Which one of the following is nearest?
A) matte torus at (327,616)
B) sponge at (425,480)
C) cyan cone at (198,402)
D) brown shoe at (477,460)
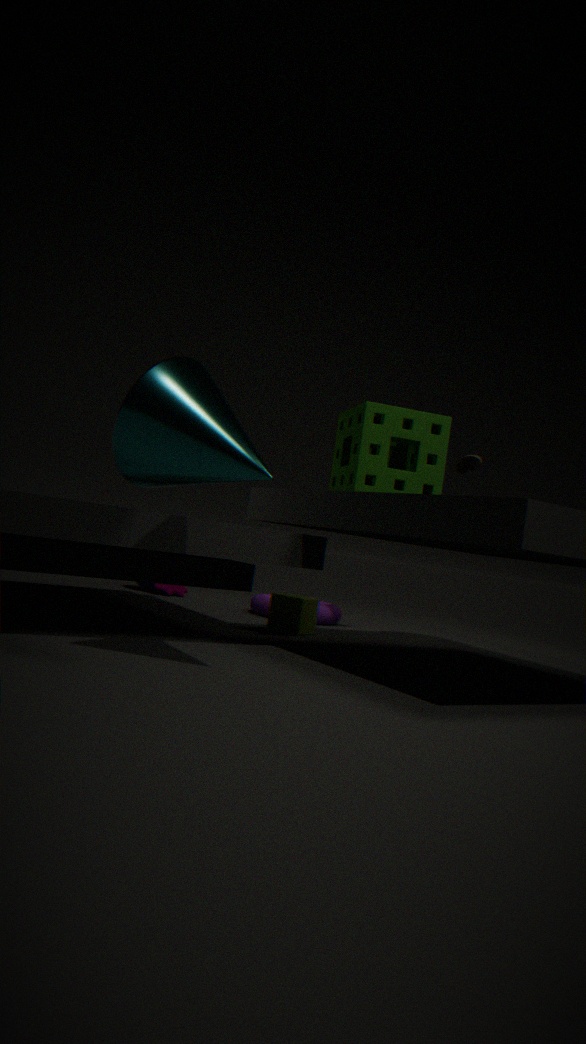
cyan cone at (198,402)
